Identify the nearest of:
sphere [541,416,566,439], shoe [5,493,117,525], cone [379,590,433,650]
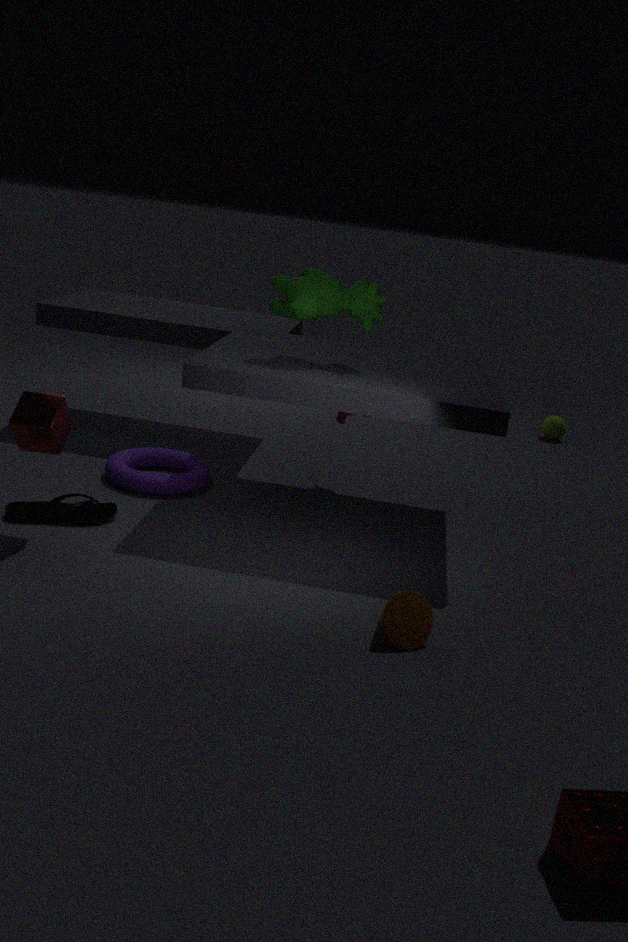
cone [379,590,433,650]
